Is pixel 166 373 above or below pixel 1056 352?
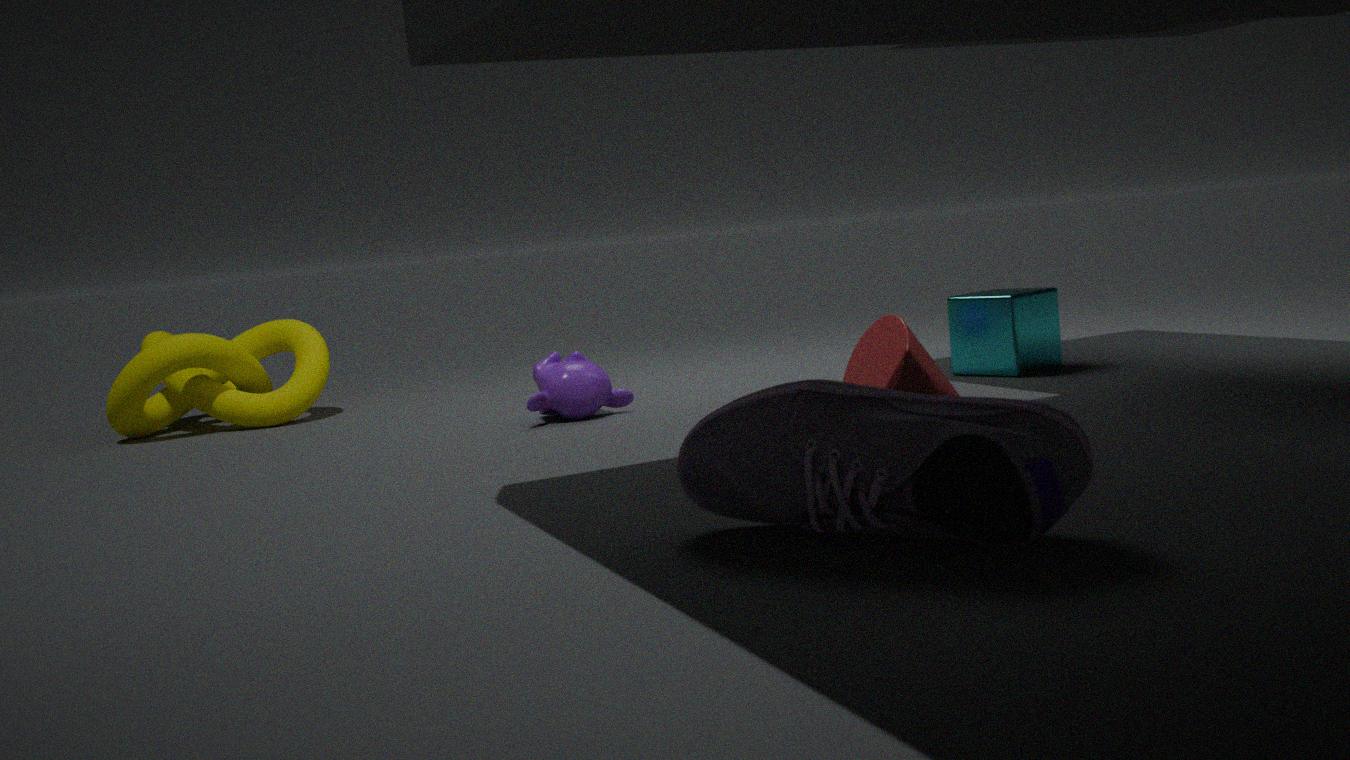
above
